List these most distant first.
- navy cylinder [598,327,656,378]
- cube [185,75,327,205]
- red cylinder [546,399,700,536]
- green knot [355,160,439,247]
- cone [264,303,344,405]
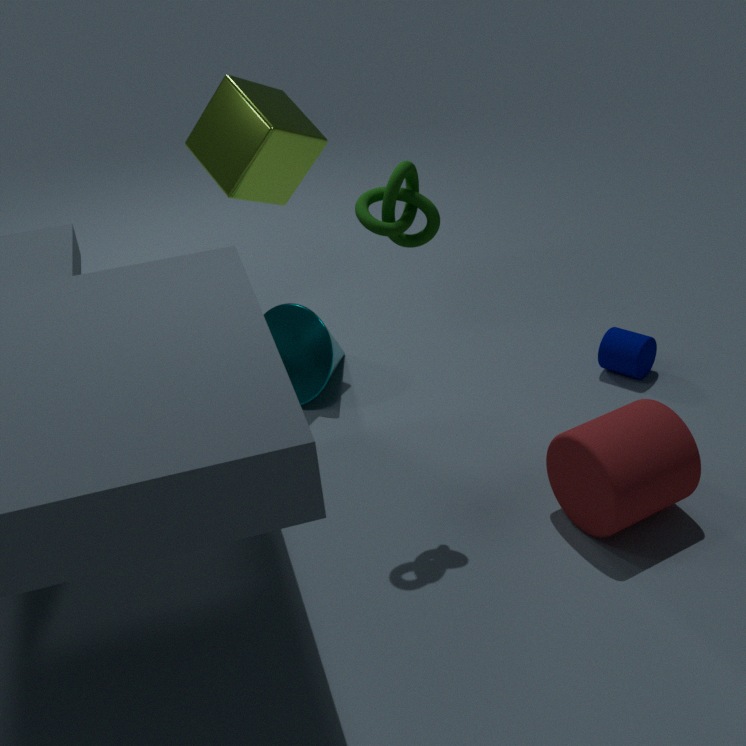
cone [264,303,344,405] < navy cylinder [598,327,656,378] < cube [185,75,327,205] < red cylinder [546,399,700,536] < green knot [355,160,439,247]
